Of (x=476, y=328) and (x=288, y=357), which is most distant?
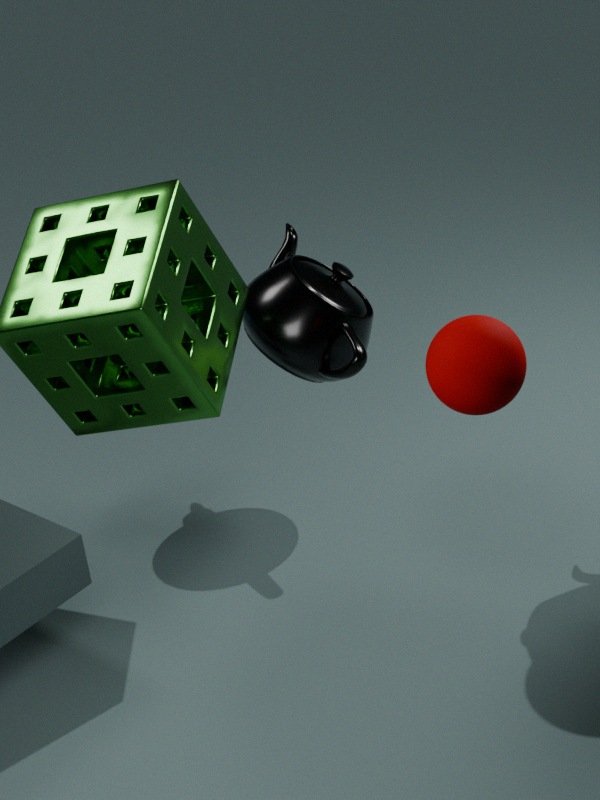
(x=288, y=357)
